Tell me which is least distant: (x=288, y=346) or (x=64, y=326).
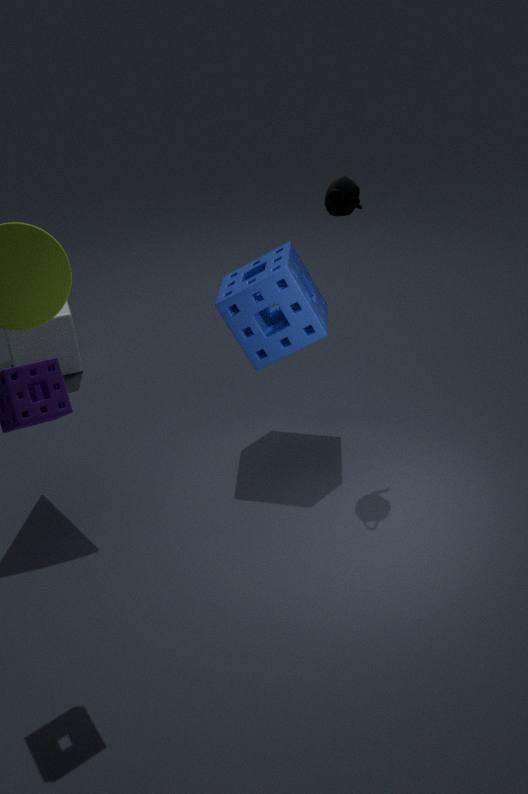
(x=288, y=346)
